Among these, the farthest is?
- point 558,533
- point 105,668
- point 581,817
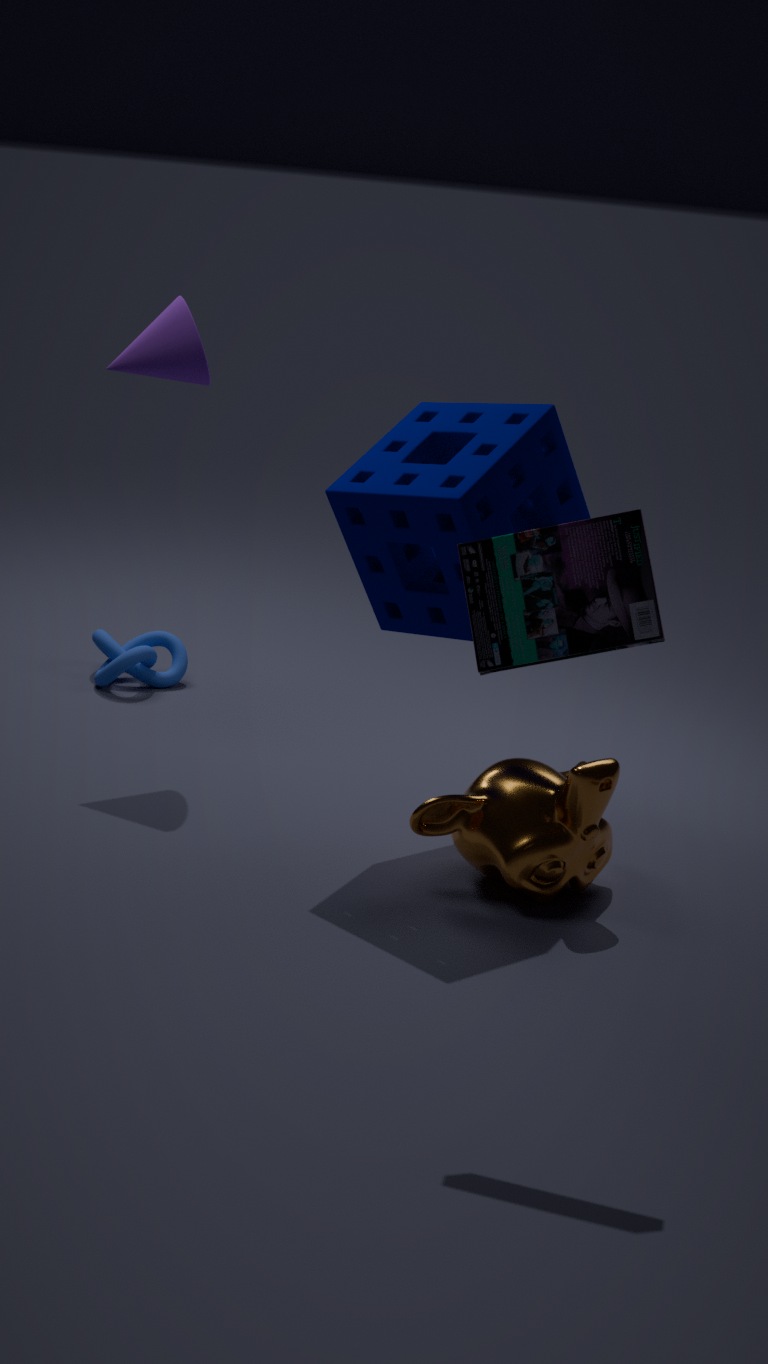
point 105,668
